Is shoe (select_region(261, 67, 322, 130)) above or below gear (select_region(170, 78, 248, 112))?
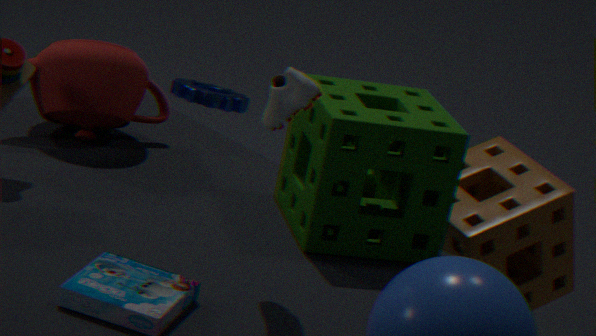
above
